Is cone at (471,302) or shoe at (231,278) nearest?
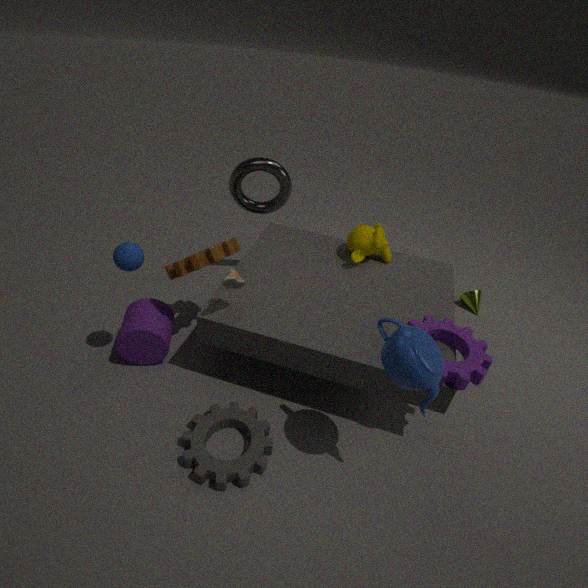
shoe at (231,278)
